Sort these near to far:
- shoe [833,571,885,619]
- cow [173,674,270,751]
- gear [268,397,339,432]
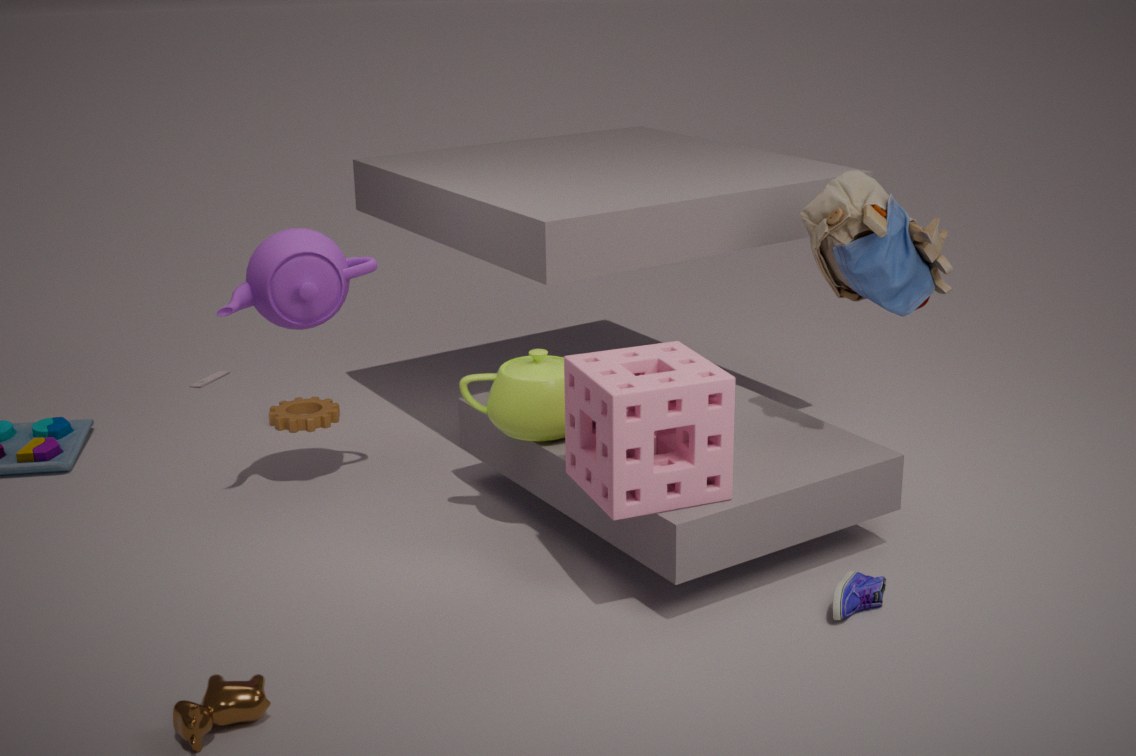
cow [173,674,270,751] < shoe [833,571,885,619] < gear [268,397,339,432]
